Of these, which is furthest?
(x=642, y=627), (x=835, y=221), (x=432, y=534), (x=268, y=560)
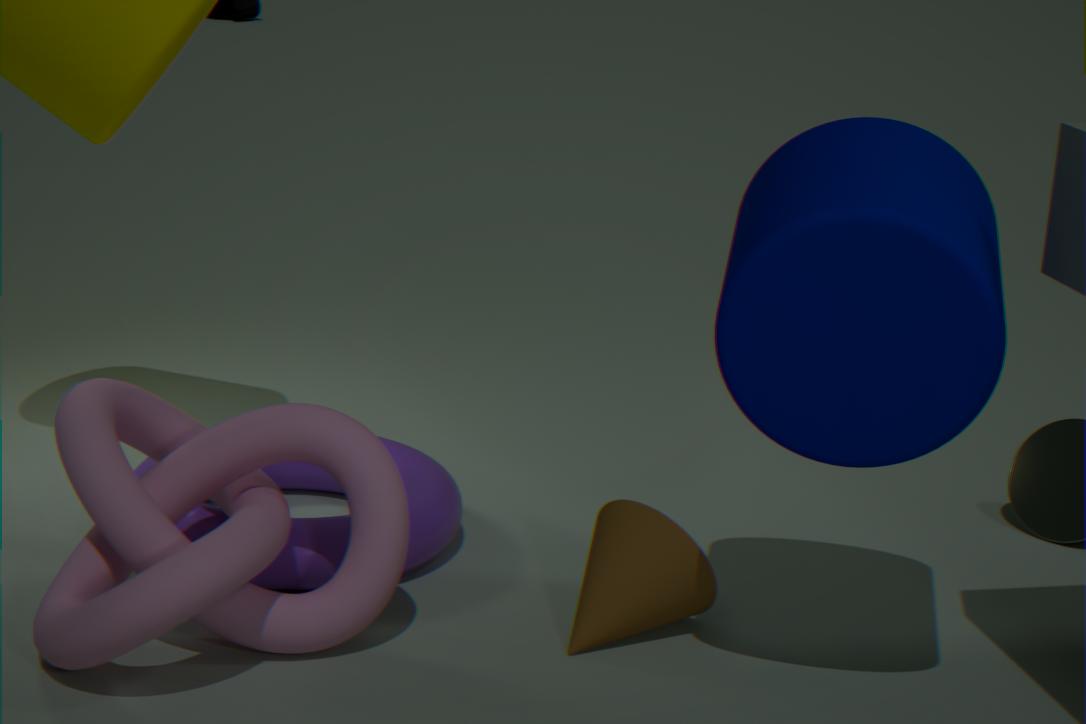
(x=432, y=534)
